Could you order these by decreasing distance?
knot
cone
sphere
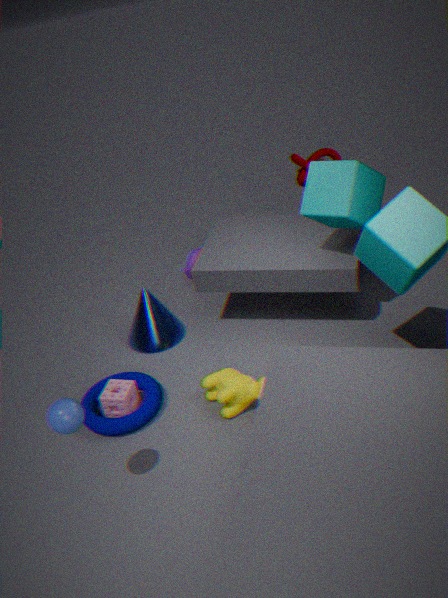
knot
cone
sphere
